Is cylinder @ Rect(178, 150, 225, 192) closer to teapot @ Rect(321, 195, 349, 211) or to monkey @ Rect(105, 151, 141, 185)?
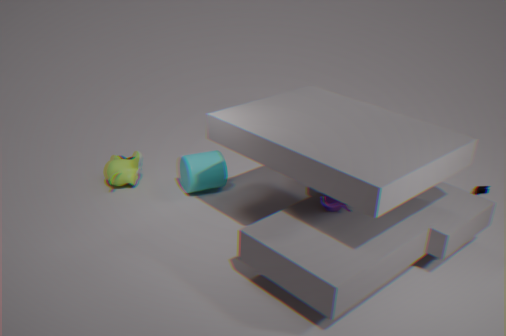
monkey @ Rect(105, 151, 141, 185)
